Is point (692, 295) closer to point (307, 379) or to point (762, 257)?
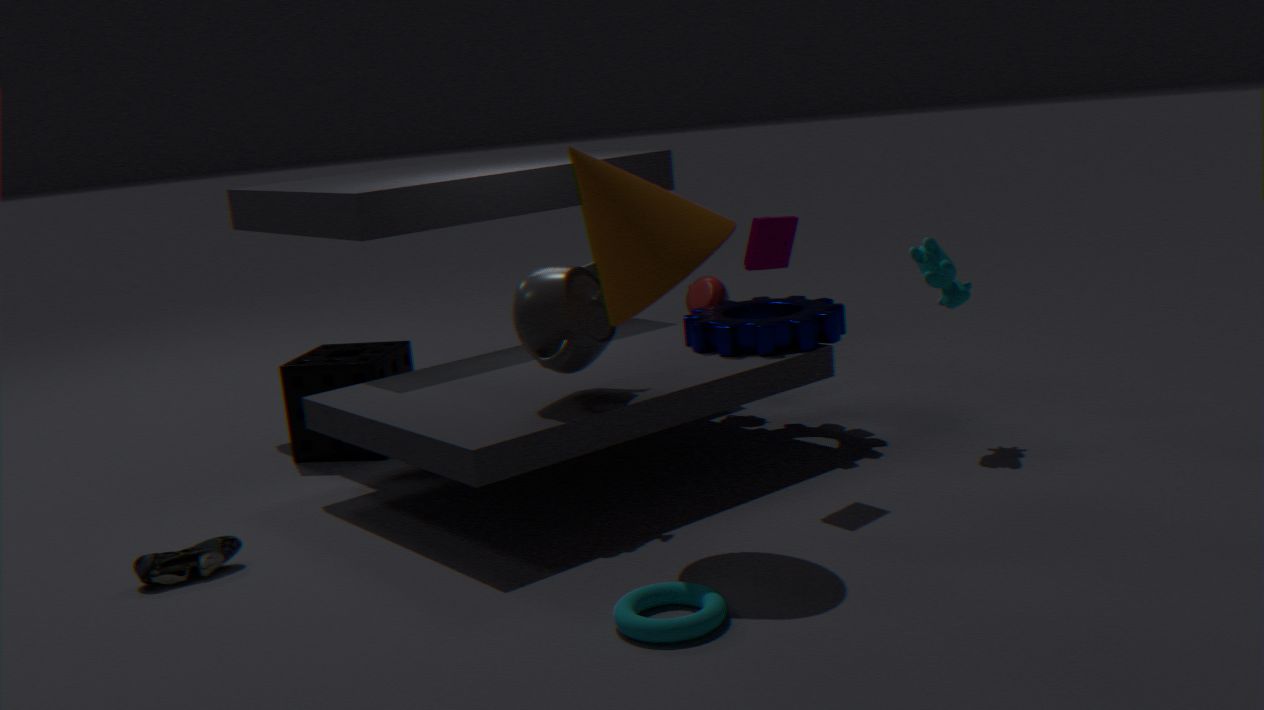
point (762, 257)
